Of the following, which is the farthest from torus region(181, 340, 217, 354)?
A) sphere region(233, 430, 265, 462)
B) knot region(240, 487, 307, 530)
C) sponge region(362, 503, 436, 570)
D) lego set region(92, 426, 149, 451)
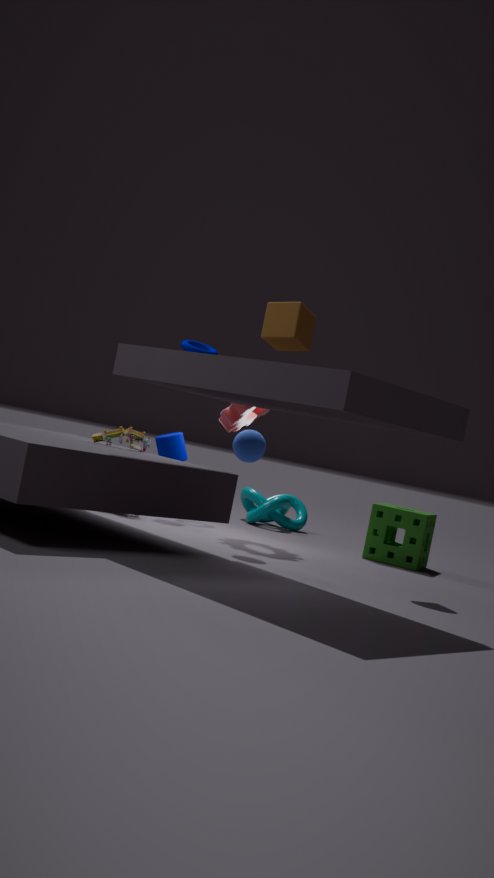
sponge region(362, 503, 436, 570)
